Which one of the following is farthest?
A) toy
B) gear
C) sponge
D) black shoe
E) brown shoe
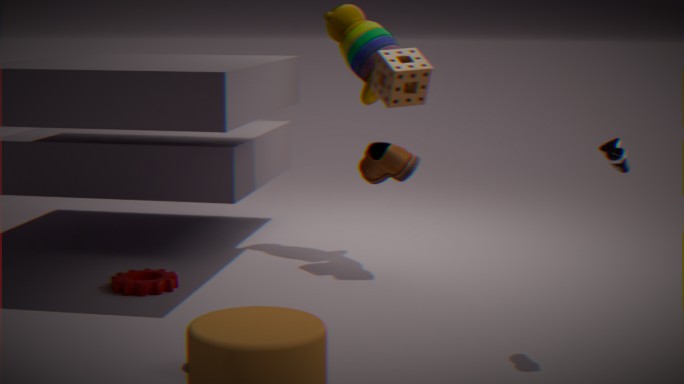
toy
